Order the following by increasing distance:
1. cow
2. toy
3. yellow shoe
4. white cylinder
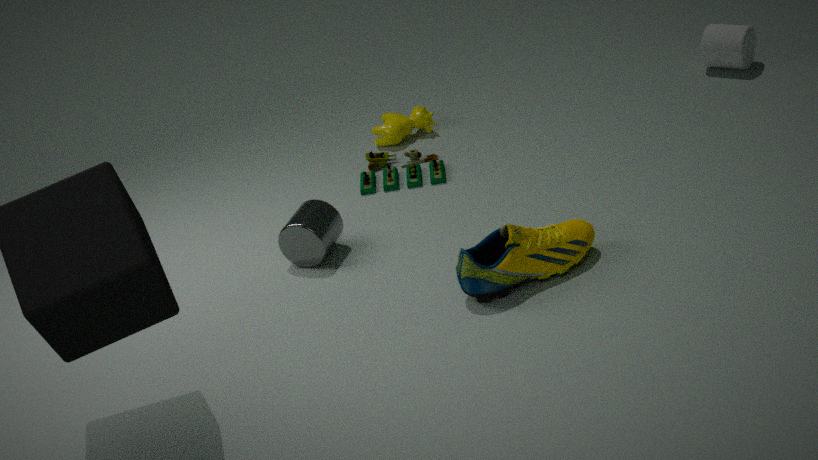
yellow shoe < toy < cow < white cylinder
